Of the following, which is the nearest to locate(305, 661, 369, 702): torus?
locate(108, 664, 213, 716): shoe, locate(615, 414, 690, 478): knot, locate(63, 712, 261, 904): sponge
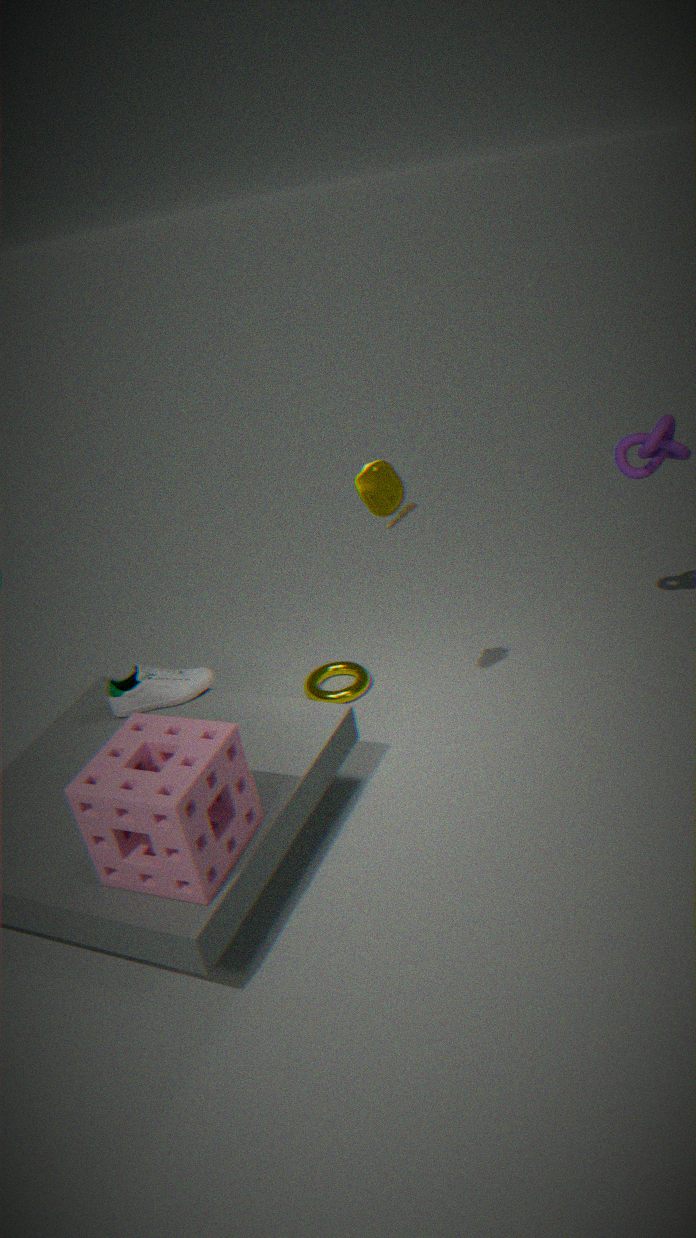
locate(108, 664, 213, 716): shoe
